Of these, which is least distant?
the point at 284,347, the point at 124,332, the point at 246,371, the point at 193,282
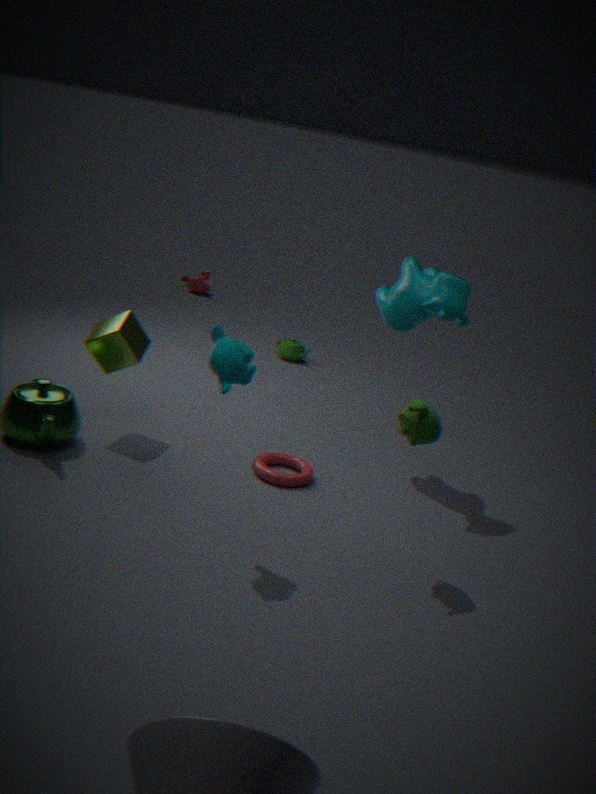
the point at 246,371
